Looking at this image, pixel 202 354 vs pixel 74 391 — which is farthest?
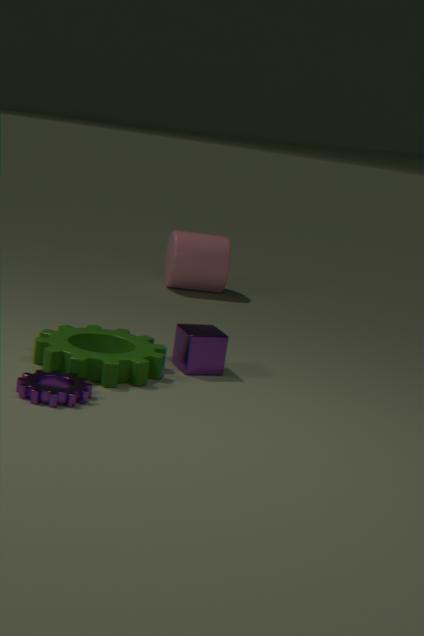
pixel 202 354
